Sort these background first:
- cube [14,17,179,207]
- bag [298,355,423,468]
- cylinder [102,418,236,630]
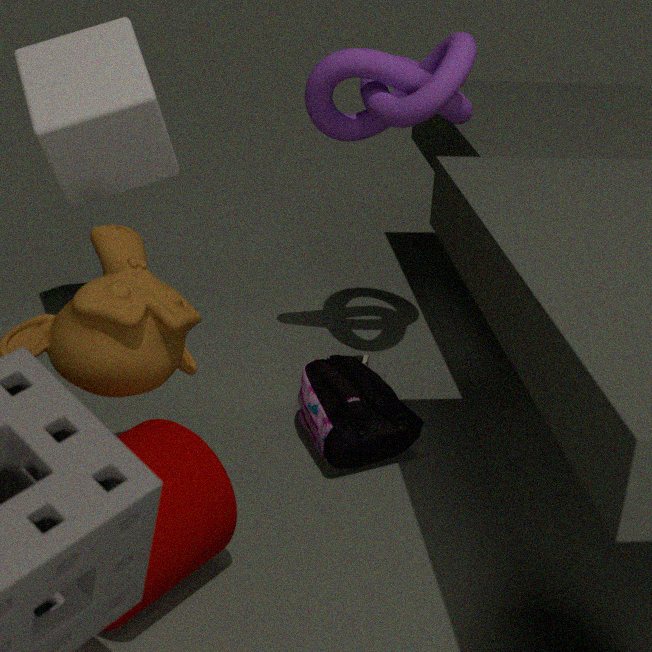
cube [14,17,179,207] → bag [298,355,423,468] → cylinder [102,418,236,630]
